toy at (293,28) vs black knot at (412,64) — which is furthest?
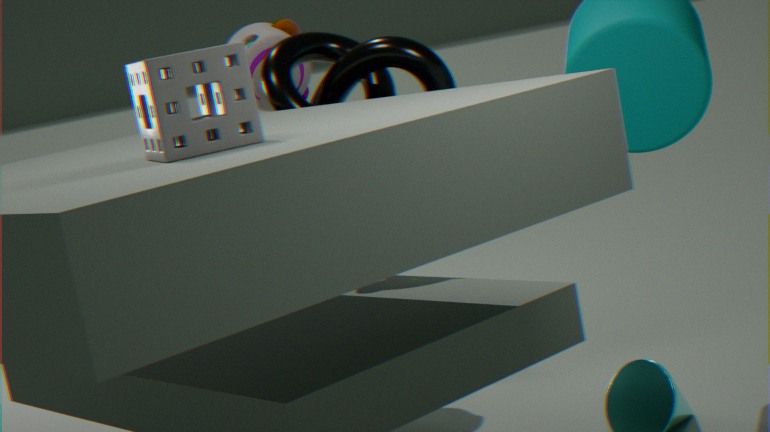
toy at (293,28)
